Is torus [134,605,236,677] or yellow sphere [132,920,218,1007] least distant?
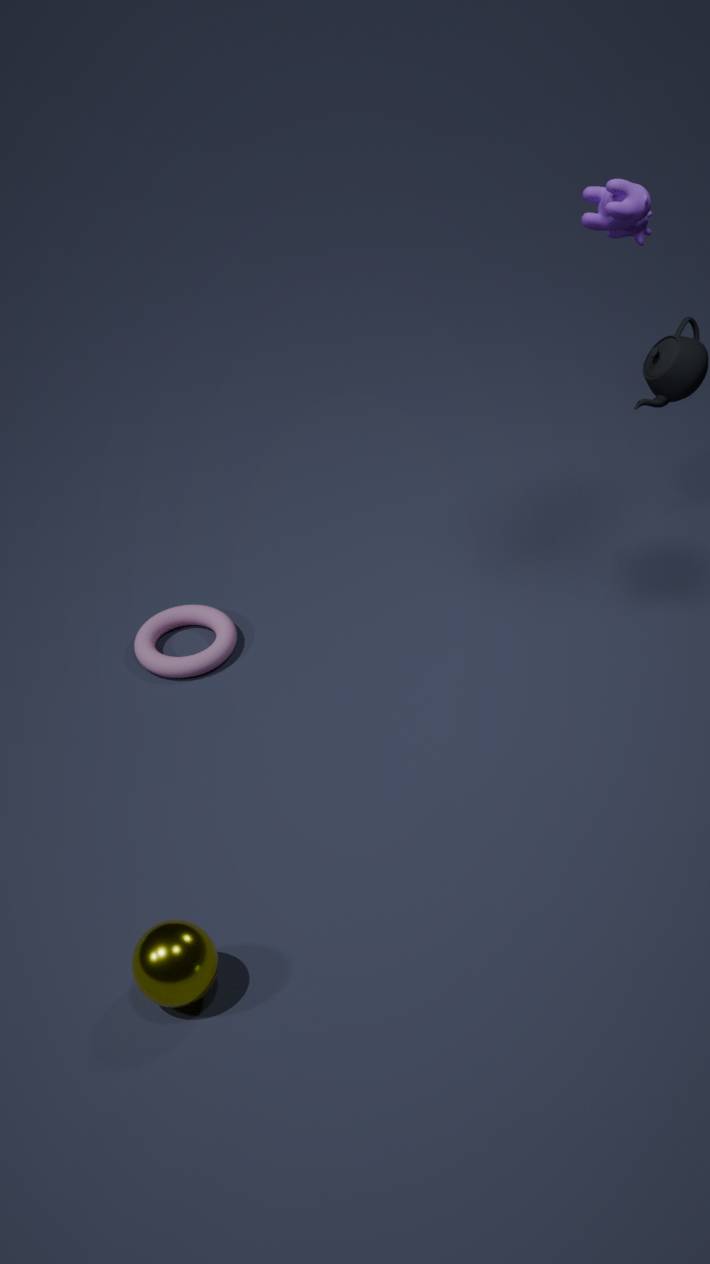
yellow sphere [132,920,218,1007]
